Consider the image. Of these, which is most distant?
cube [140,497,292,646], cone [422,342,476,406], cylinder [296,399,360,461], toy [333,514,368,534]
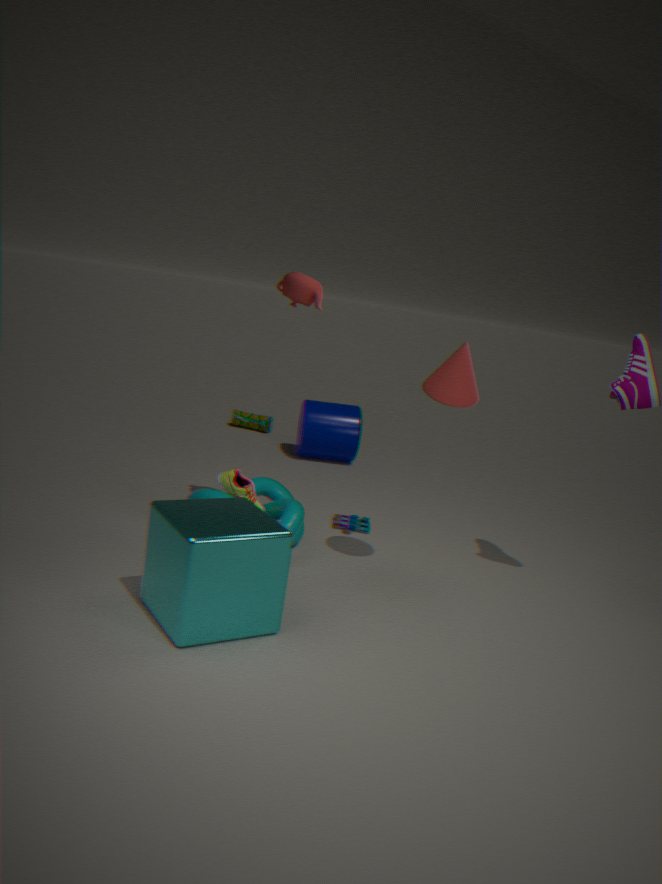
cylinder [296,399,360,461]
